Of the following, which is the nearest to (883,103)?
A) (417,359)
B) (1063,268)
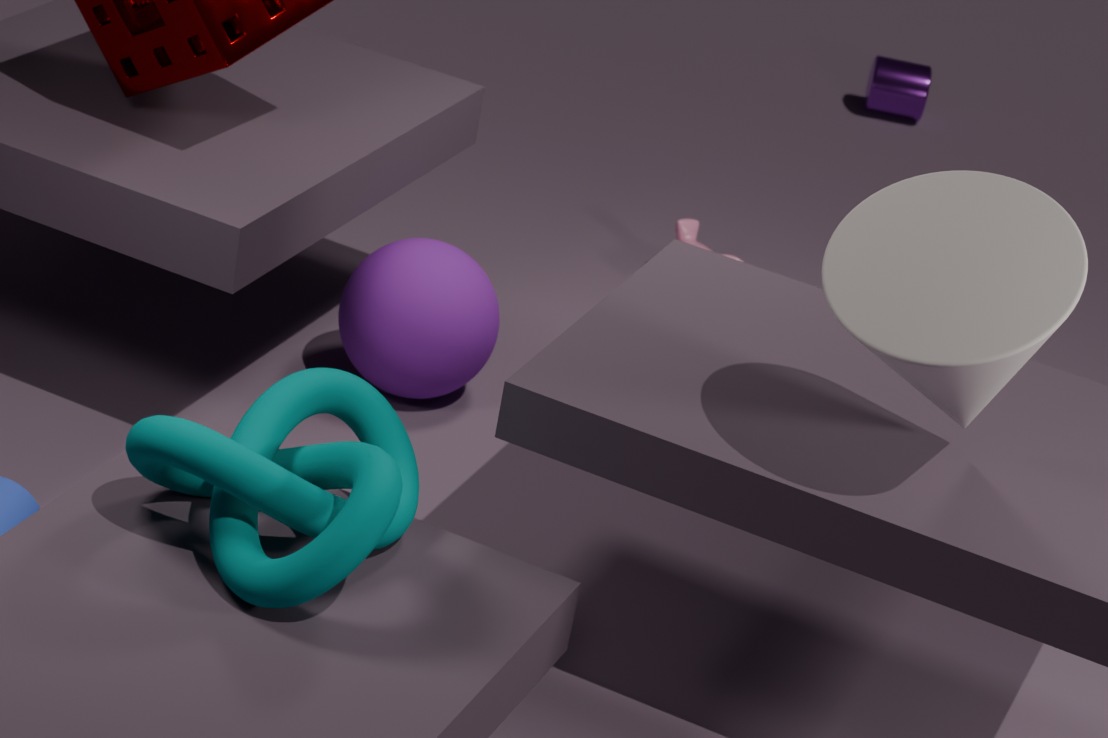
(417,359)
